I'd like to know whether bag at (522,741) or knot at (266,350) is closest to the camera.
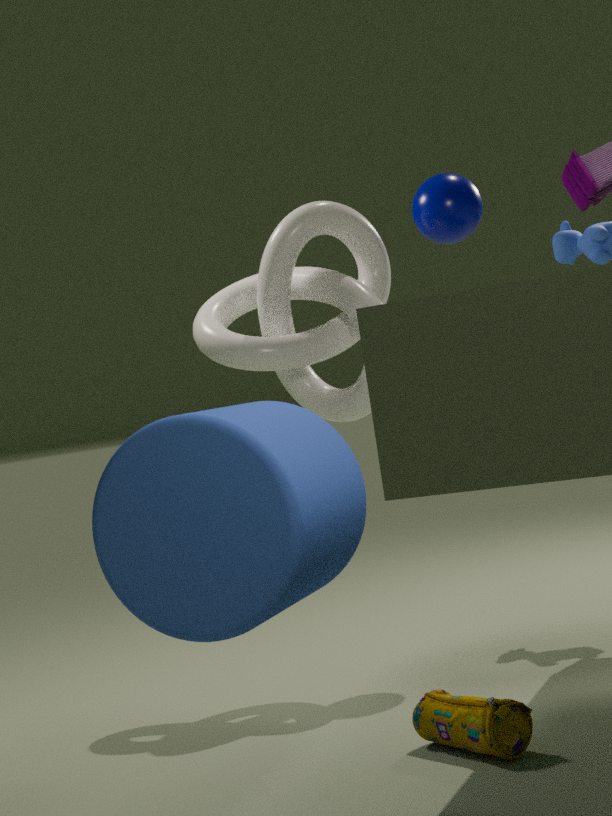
bag at (522,741)
